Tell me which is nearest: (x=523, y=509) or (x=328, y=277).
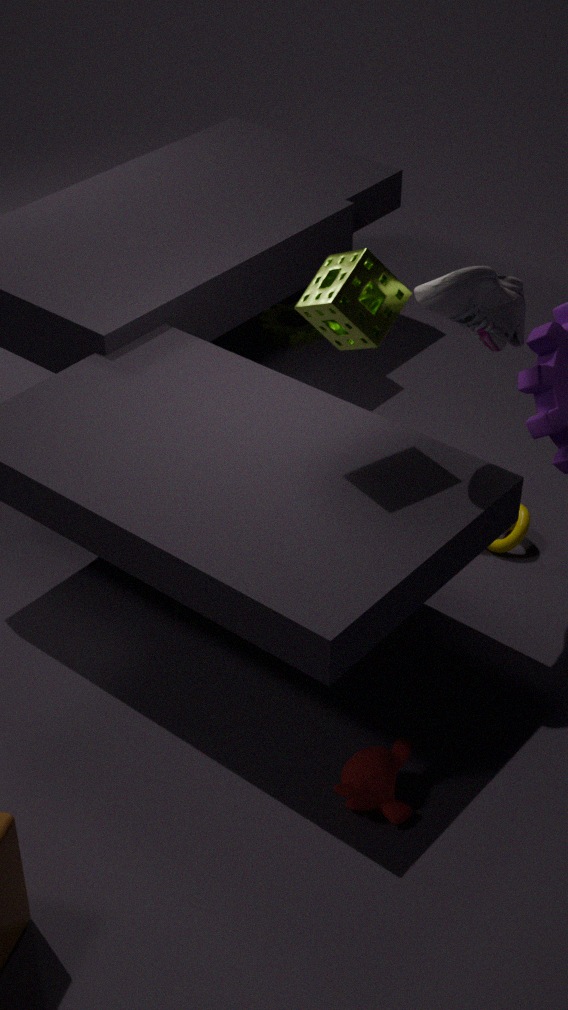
(x=328, y=277)
